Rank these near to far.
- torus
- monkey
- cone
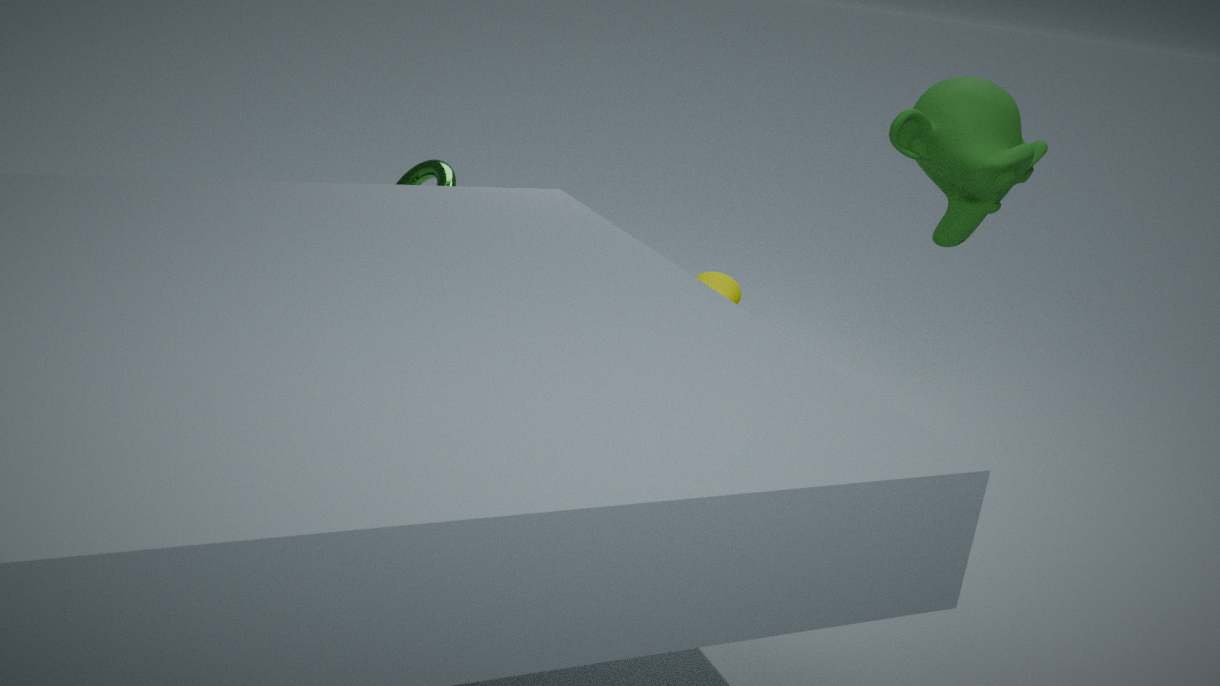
1. monkey
2. torus
3. cone
